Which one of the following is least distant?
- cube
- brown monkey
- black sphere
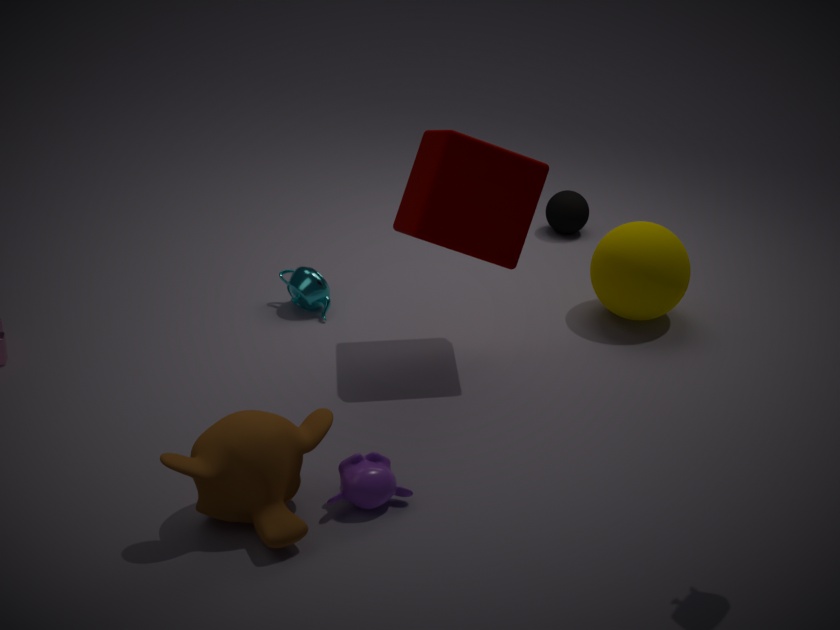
brown monkey
